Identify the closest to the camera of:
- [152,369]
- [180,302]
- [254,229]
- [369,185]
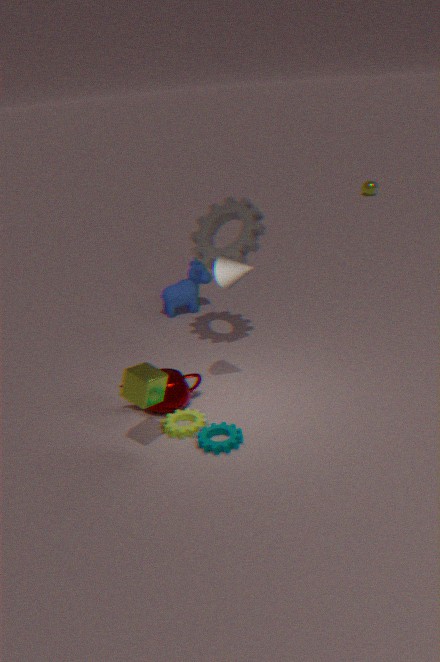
[152,369]
